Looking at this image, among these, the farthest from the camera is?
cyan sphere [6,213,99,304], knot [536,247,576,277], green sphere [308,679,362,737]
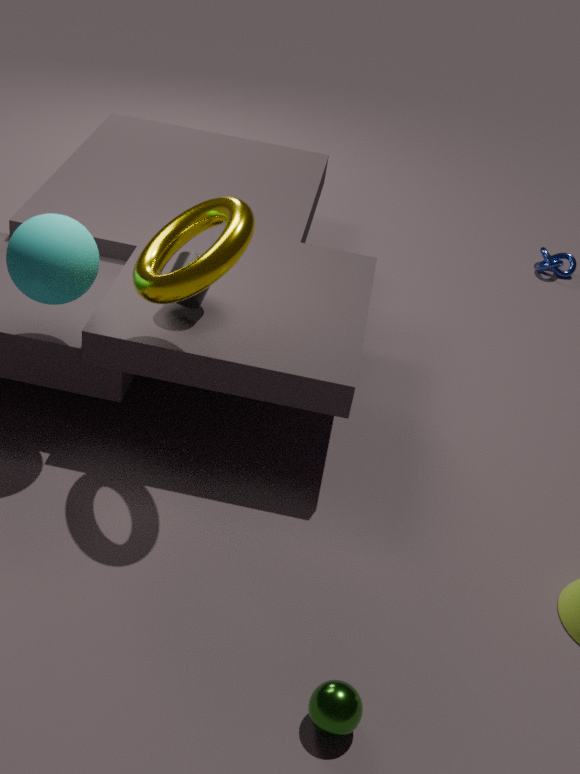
knot [536,247,576,277]
